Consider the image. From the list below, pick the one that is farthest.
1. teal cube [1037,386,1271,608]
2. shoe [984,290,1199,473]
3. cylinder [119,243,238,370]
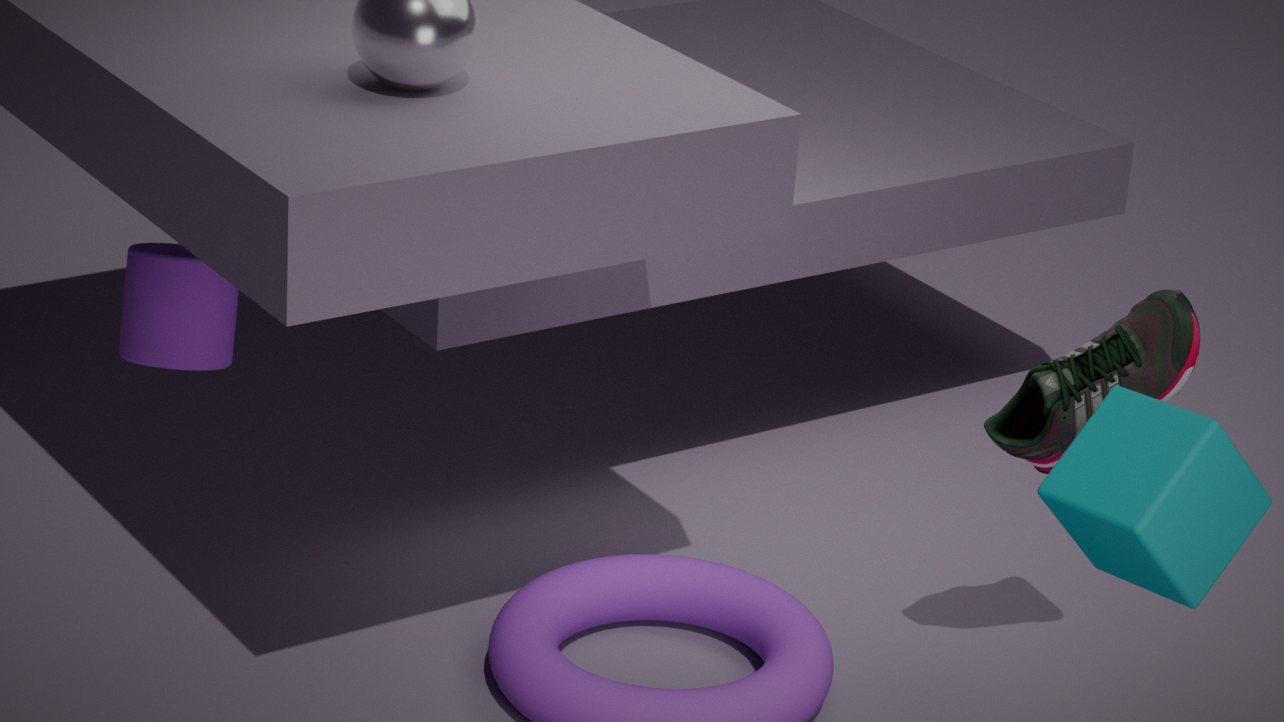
cylinder [119,243,238,370]
